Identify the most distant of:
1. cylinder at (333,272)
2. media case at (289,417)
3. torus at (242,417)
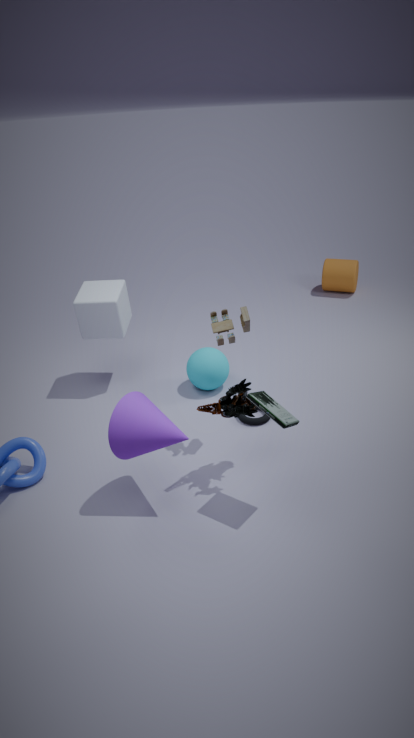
cylinder at (333,272)
